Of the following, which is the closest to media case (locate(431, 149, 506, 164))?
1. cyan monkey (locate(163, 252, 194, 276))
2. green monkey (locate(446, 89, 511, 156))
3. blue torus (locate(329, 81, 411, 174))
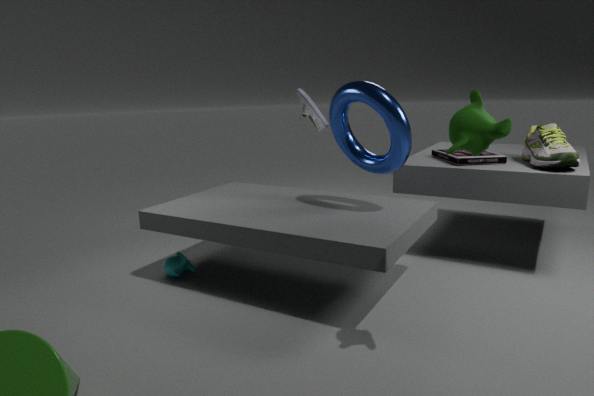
blue torus (locate(329, 81, 411, 174))
